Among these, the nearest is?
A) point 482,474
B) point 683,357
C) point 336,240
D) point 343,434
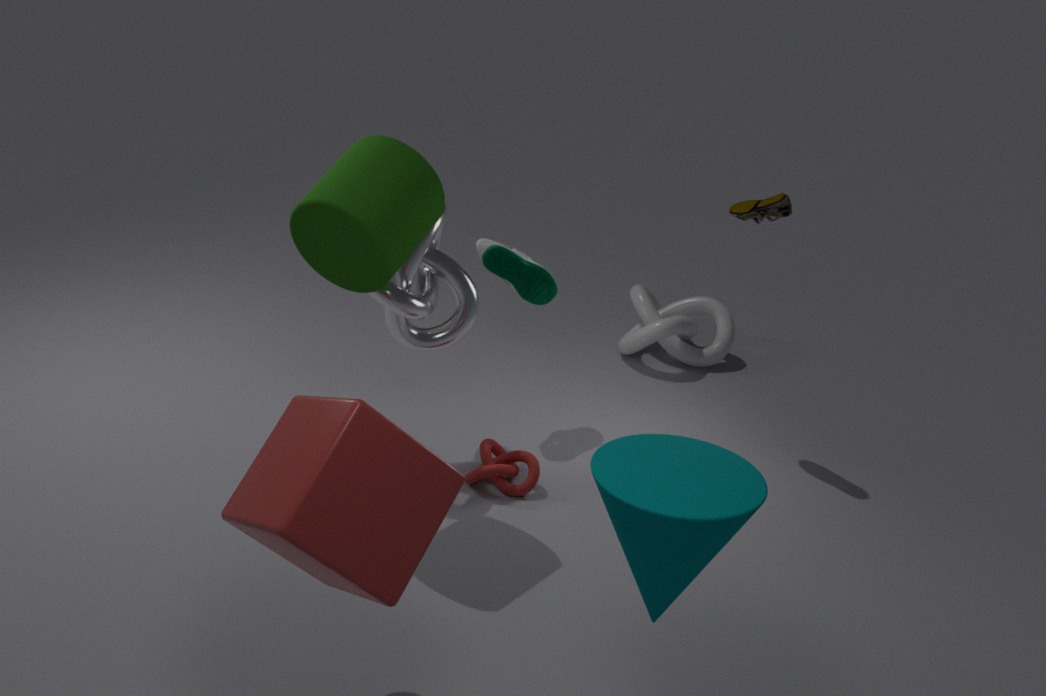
point 343,434
